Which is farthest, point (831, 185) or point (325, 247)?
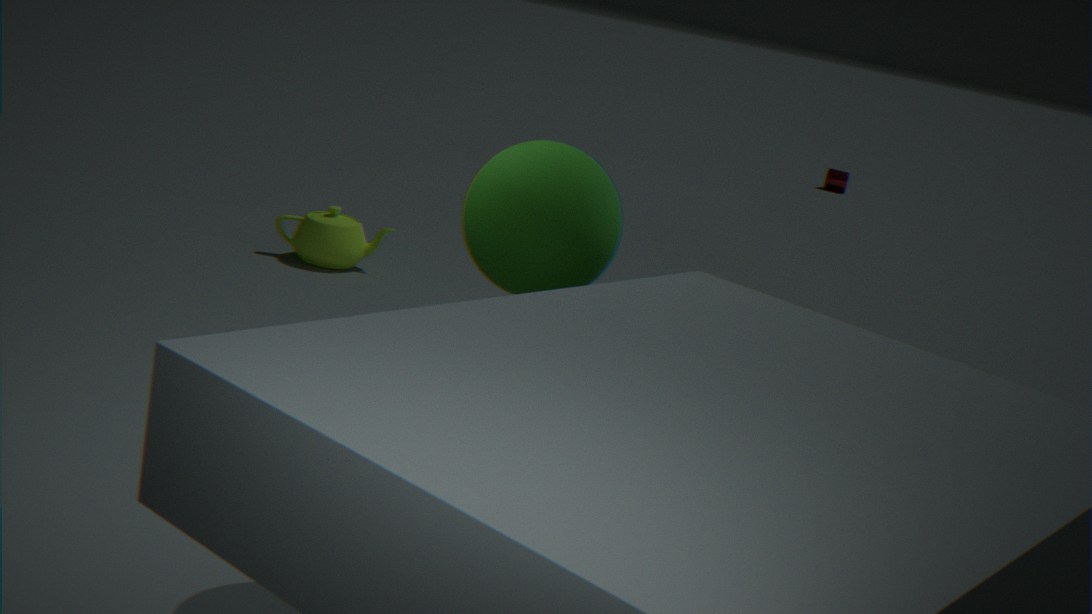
point (831, 185)
